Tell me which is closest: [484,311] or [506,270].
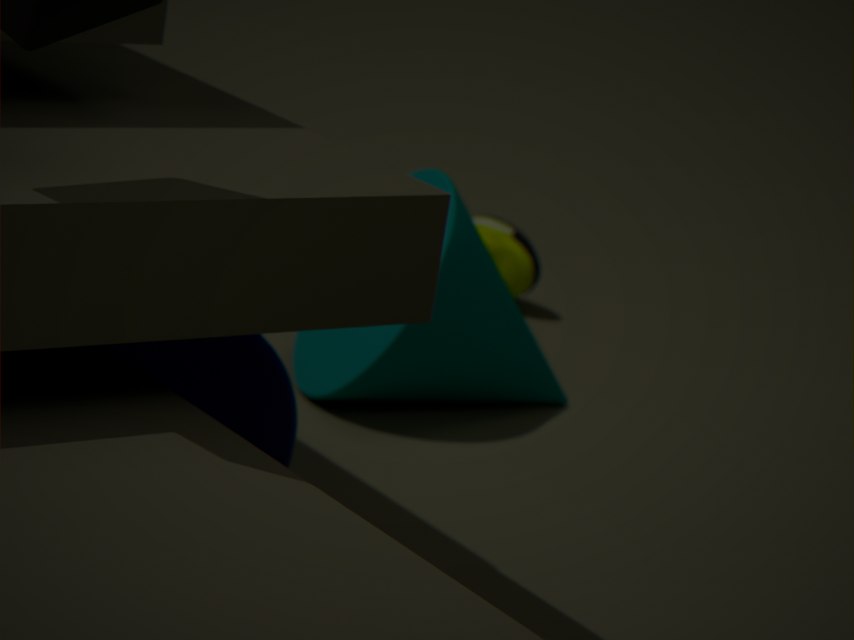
[484,311]
